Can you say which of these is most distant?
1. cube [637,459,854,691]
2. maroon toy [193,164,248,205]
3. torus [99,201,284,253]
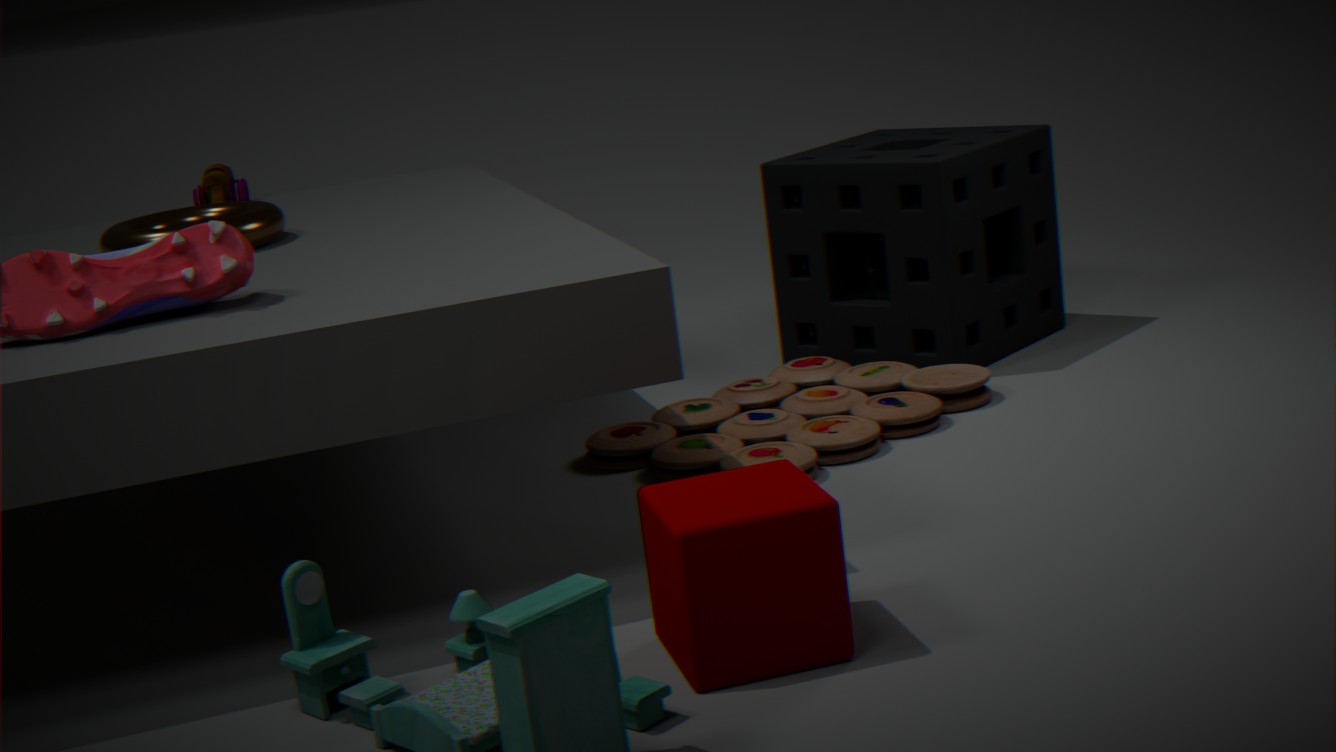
maroon toy [193,164,248,205]
